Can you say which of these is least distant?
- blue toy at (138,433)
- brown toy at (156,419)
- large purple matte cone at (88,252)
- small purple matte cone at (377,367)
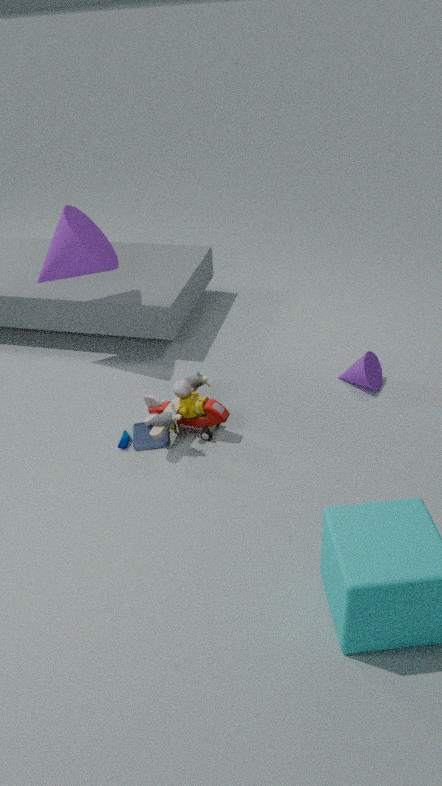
brown toy at (156,419)
